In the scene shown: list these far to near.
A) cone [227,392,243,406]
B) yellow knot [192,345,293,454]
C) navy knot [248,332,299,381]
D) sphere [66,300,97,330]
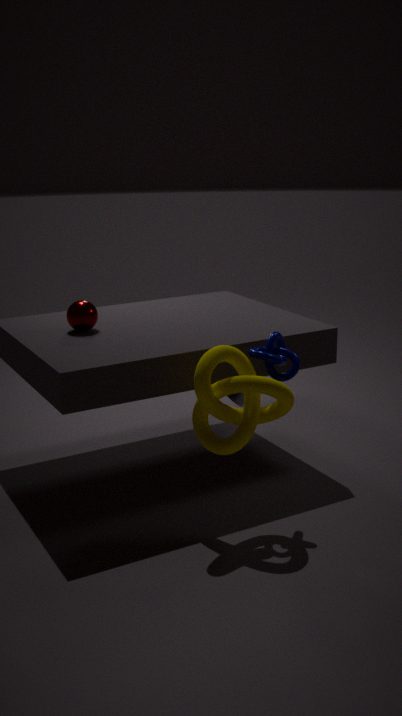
1. cone [227,392,243,406]
2. sphere [66,300,97,330]
3. navy knot [248,332,299,381]
4. yellow knot [192,345,293,454]
